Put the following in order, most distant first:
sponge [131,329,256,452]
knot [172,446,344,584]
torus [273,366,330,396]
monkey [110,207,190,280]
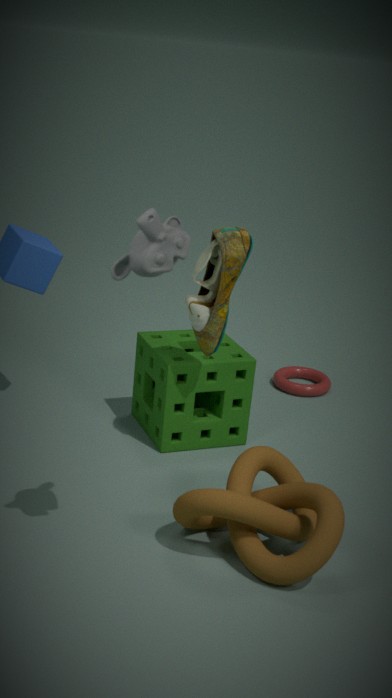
torus [273,366,330,396] < sponge [131,329,256,452] < knot [172,446,344,584] < monkey [110,207,190,280]
